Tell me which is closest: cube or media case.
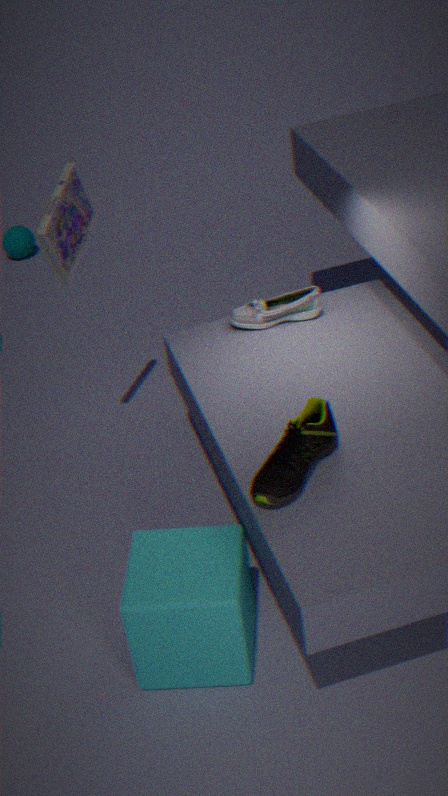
cube
